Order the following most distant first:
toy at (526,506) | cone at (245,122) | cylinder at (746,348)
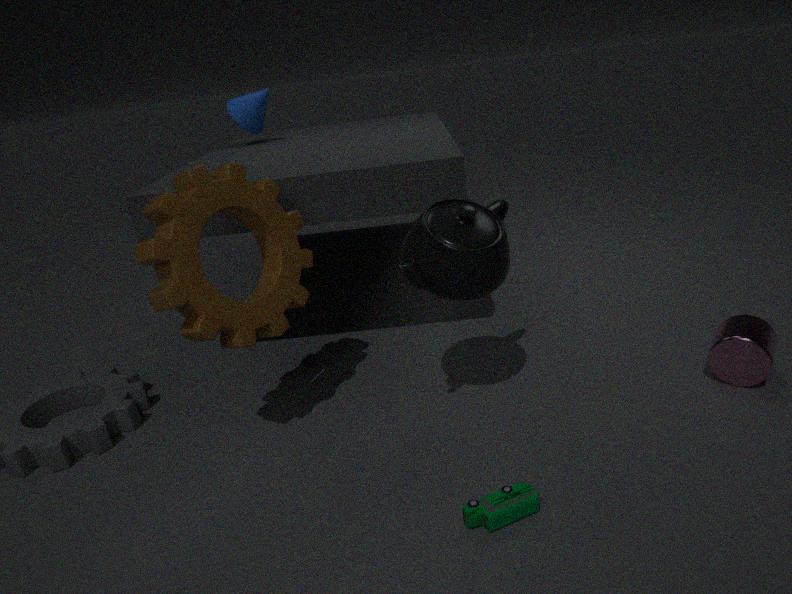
cone at (245,122)
cylinder at (746,348)
toy at (526,506)
